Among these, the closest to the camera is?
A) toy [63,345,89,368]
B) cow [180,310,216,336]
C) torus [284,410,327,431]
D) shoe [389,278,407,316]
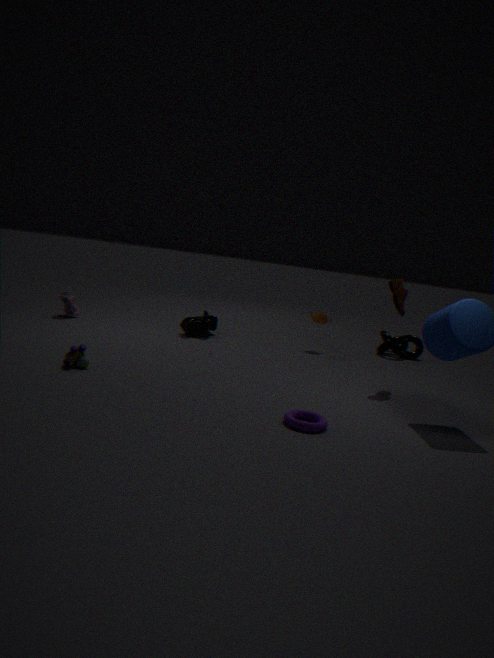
torus [284,410,327,431]
